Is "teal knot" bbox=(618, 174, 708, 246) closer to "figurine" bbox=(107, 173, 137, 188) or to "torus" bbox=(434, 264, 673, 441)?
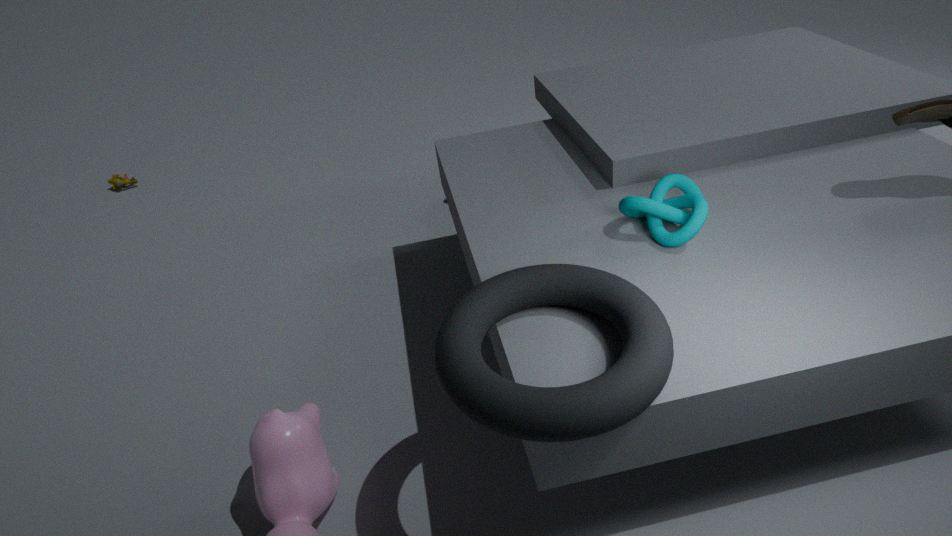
"torus" bbox=(434, 264, 673, 441)
